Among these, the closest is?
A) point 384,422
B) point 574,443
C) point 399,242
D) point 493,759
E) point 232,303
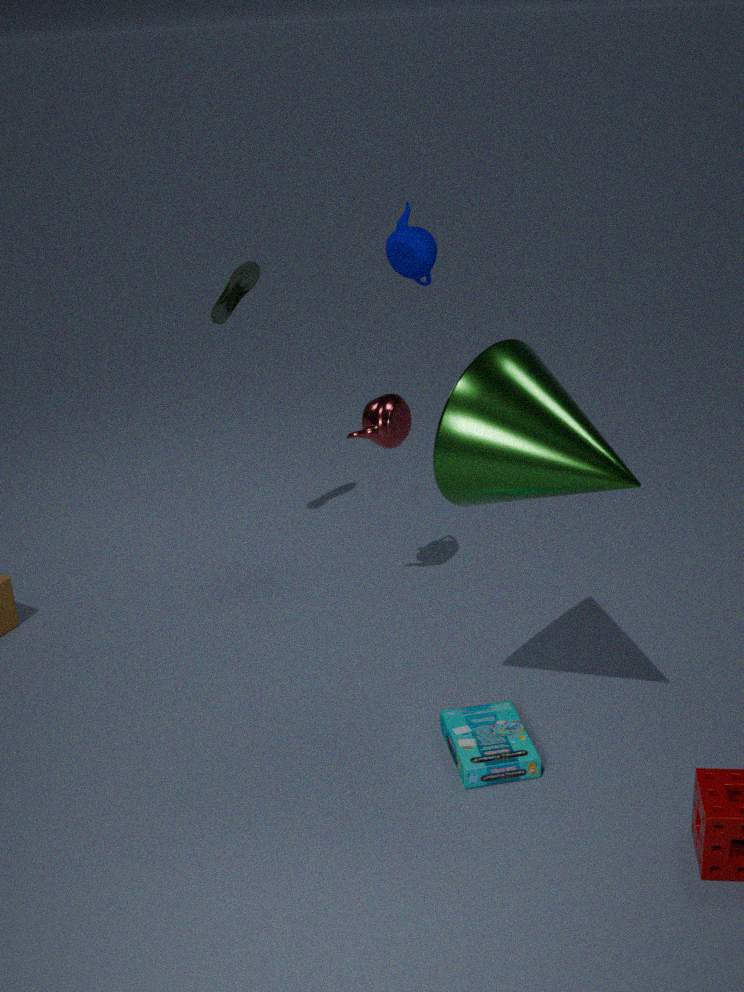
point 574,443
